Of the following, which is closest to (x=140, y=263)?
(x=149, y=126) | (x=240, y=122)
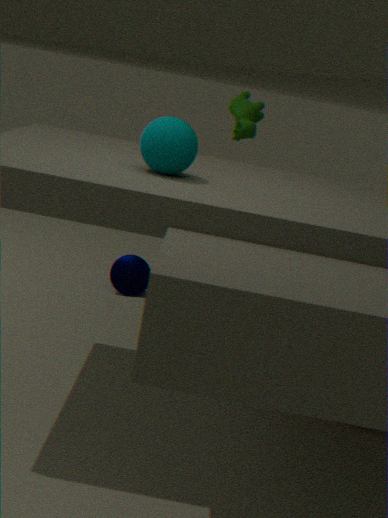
(x=240, y=122)
